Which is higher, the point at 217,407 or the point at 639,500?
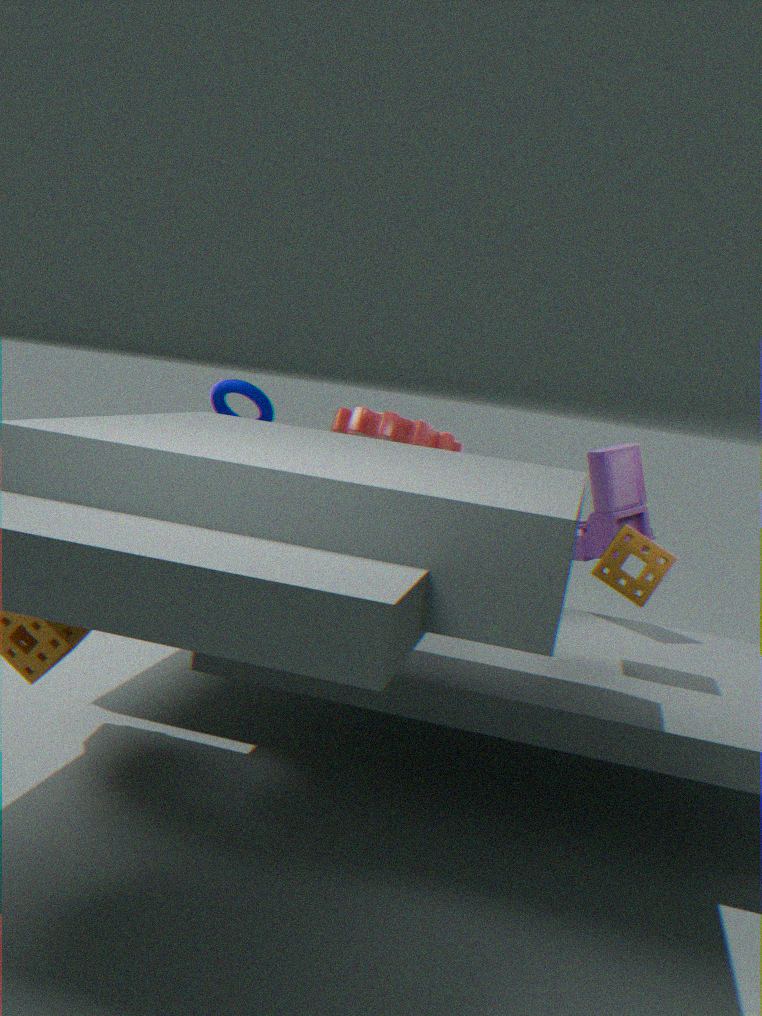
the point at 217,407
